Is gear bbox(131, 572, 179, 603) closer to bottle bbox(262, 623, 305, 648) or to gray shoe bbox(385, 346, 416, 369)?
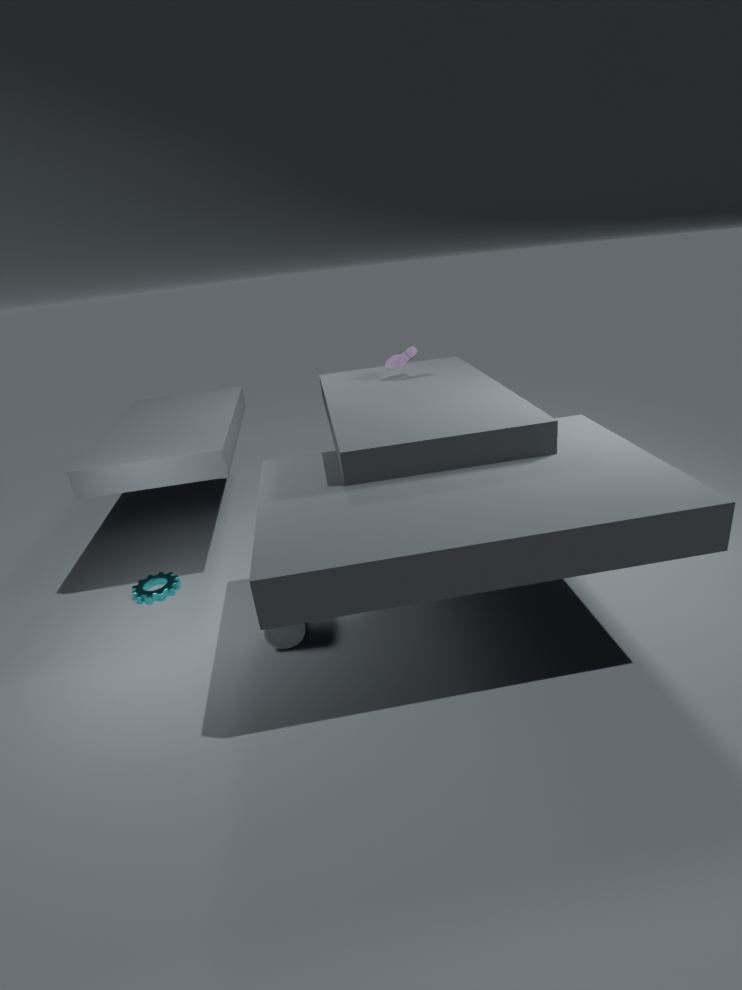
bottle bbox(262, 623, 305, 648)
